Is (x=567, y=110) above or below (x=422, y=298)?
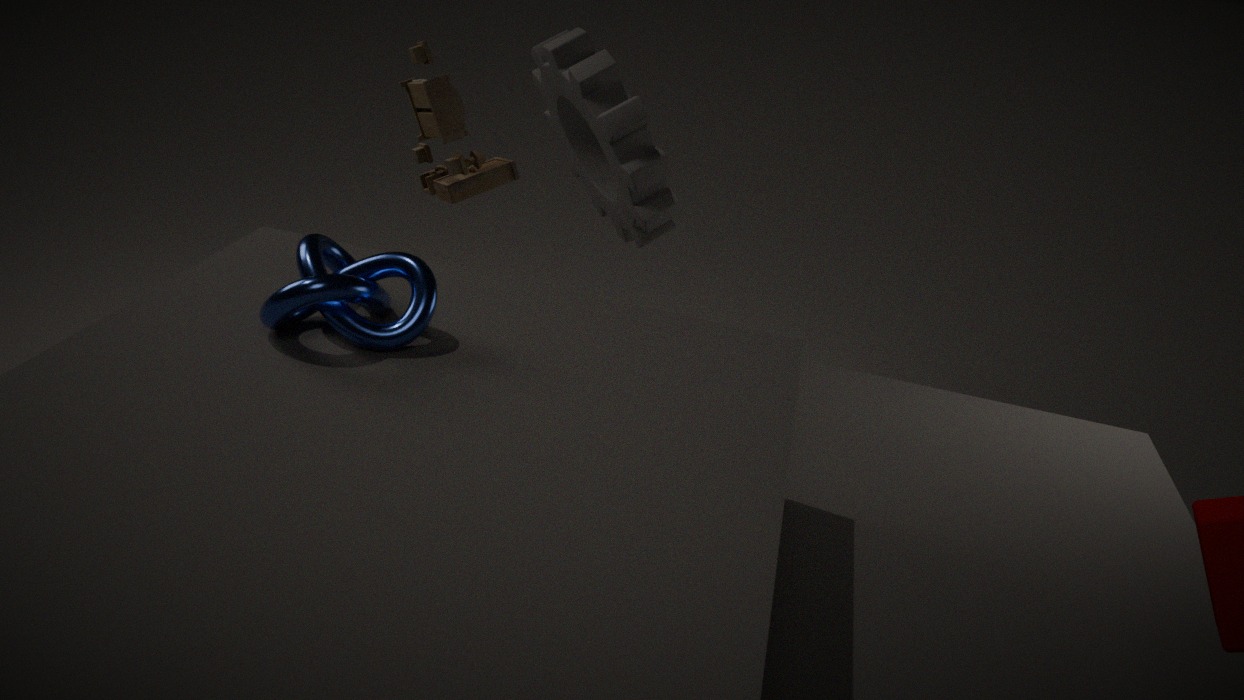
above
